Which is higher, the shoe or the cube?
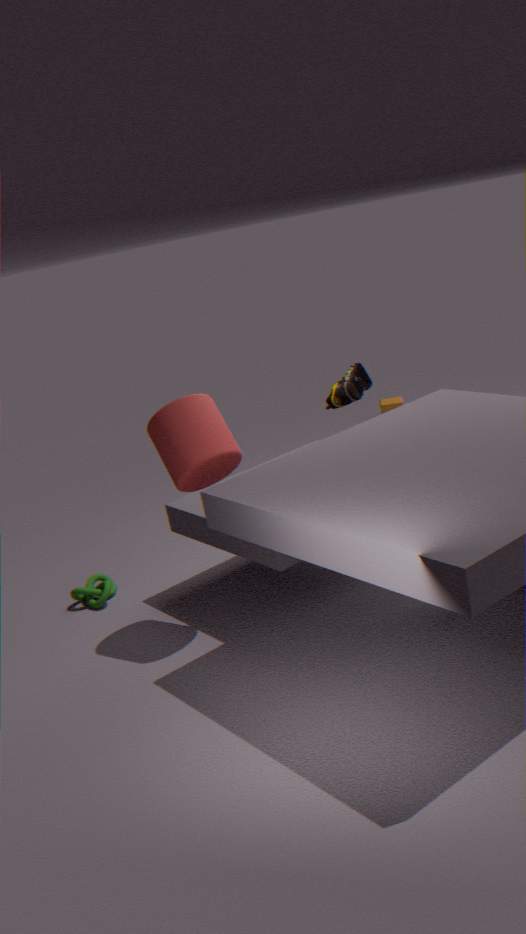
the shoe
